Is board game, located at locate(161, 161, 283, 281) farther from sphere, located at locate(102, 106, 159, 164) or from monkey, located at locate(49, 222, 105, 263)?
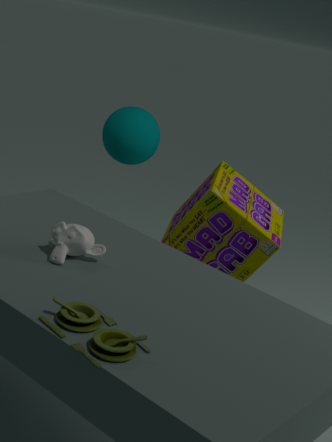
monkey, located at locate(49, 222, 105, 263)
